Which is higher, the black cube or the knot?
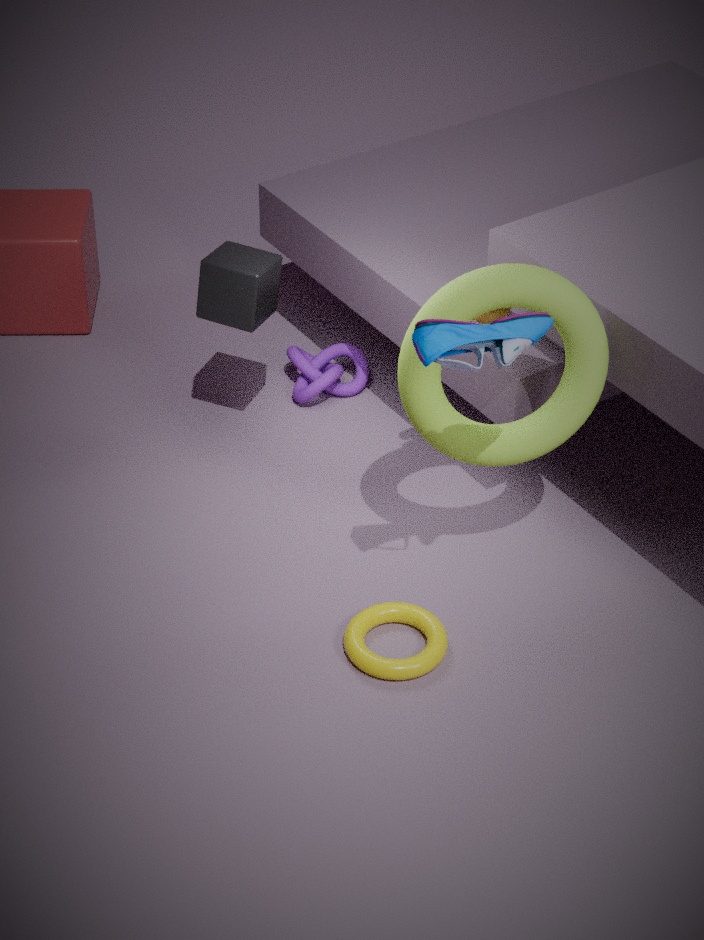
the black cube
